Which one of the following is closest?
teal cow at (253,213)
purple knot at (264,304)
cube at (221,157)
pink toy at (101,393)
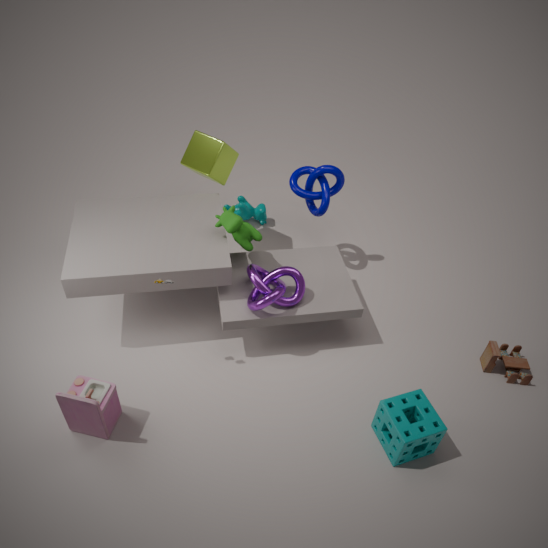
pink toy at (101,393)
